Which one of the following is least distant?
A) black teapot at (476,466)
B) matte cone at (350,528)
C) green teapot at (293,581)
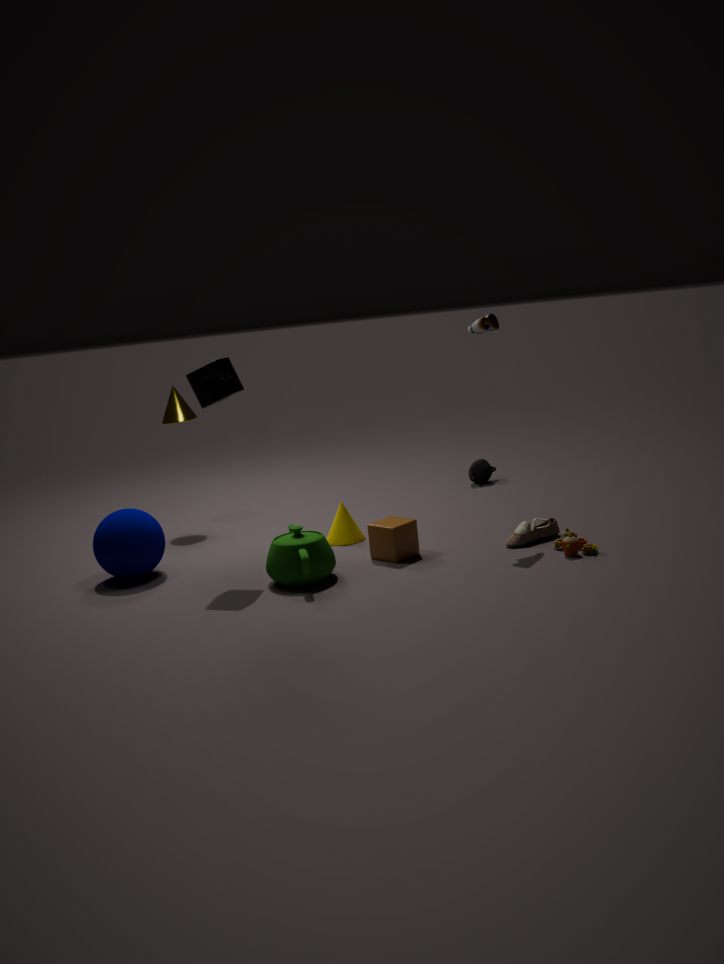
green teapot at (293,581)
